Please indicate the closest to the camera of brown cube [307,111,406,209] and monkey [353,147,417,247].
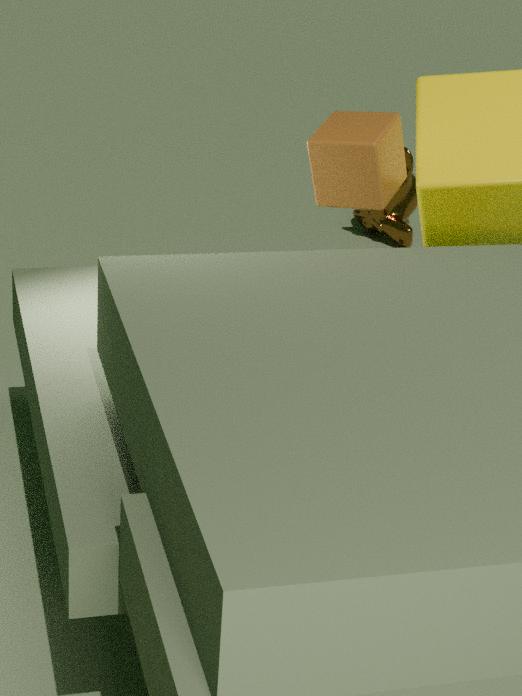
brown cube [307,111,406,209]
